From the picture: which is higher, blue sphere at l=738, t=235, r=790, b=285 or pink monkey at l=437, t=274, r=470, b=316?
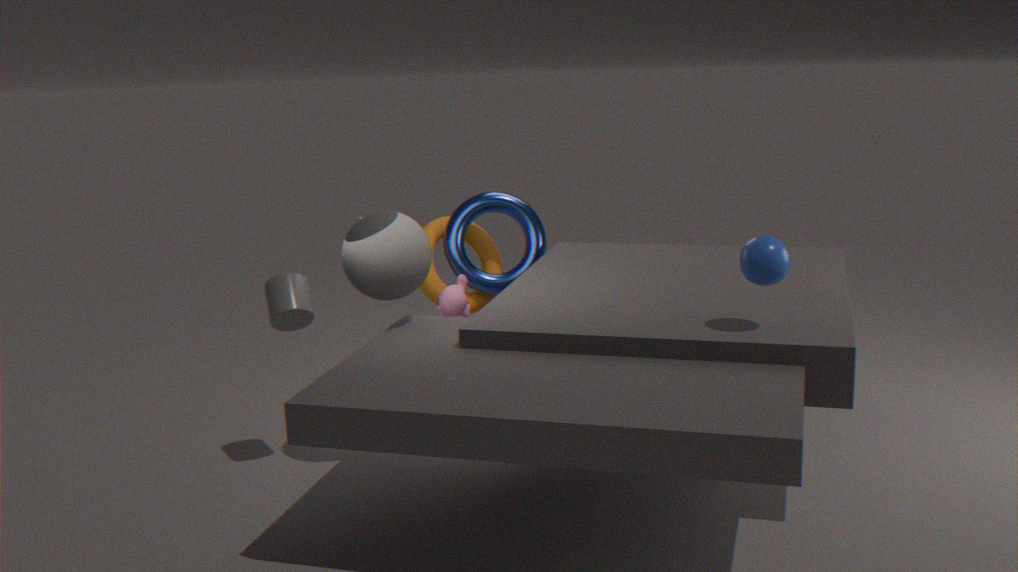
blue sphere at l=738, t=235, r=790, b=285
